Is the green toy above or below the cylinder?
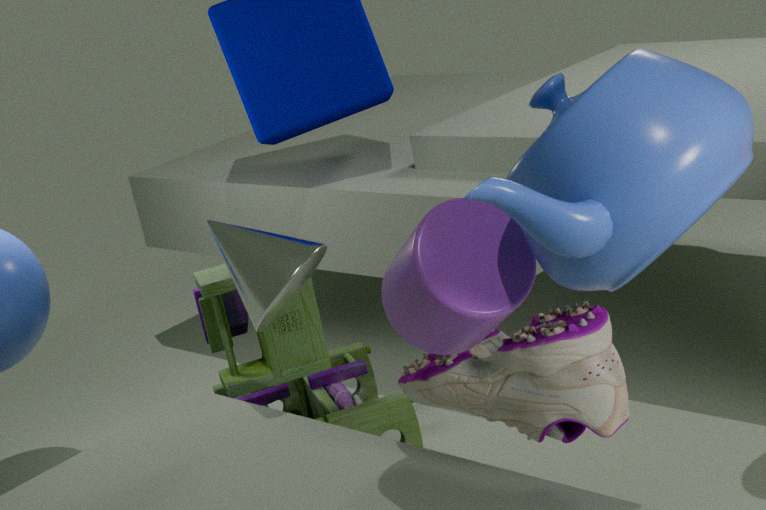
below
